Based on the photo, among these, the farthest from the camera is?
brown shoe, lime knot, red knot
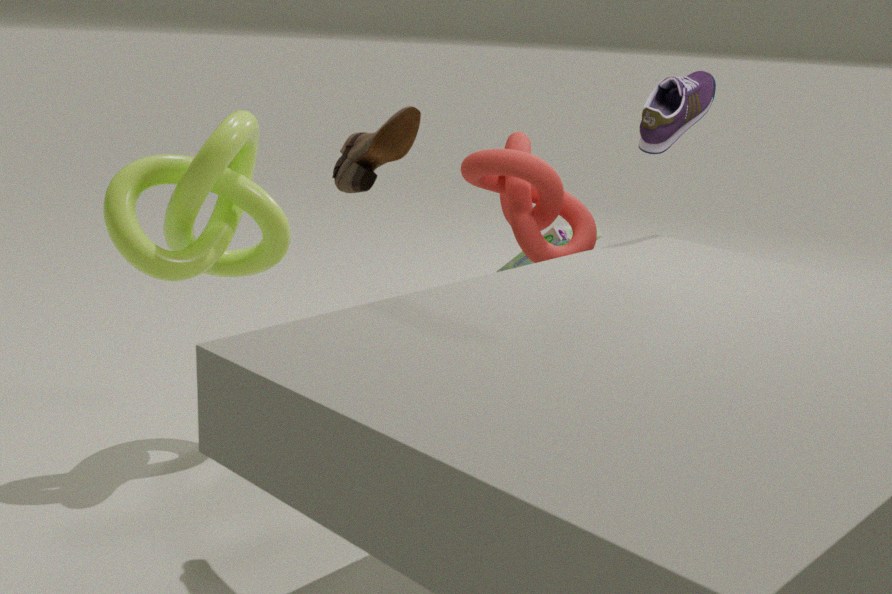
red knot
